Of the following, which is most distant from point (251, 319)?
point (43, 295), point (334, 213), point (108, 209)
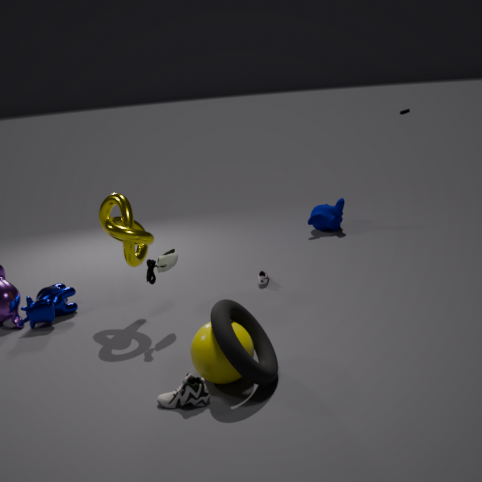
point (334, 213)
